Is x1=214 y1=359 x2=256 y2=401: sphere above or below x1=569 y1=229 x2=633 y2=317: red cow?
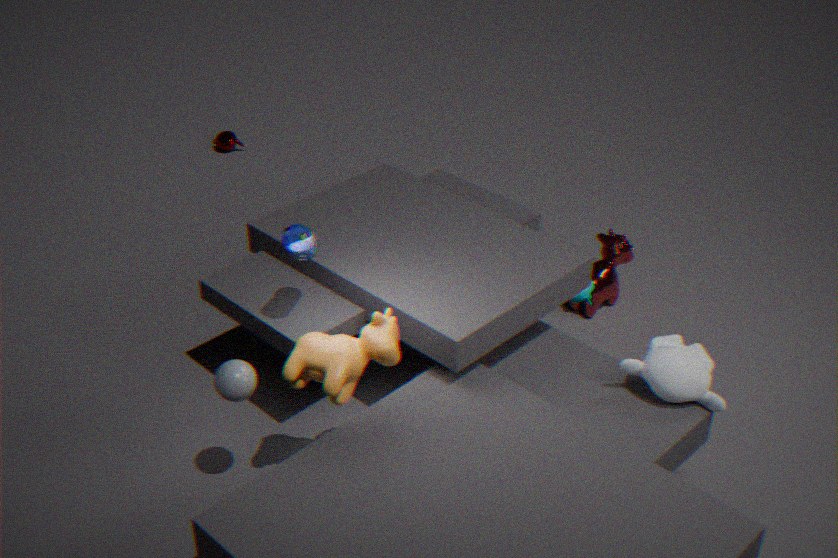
above
